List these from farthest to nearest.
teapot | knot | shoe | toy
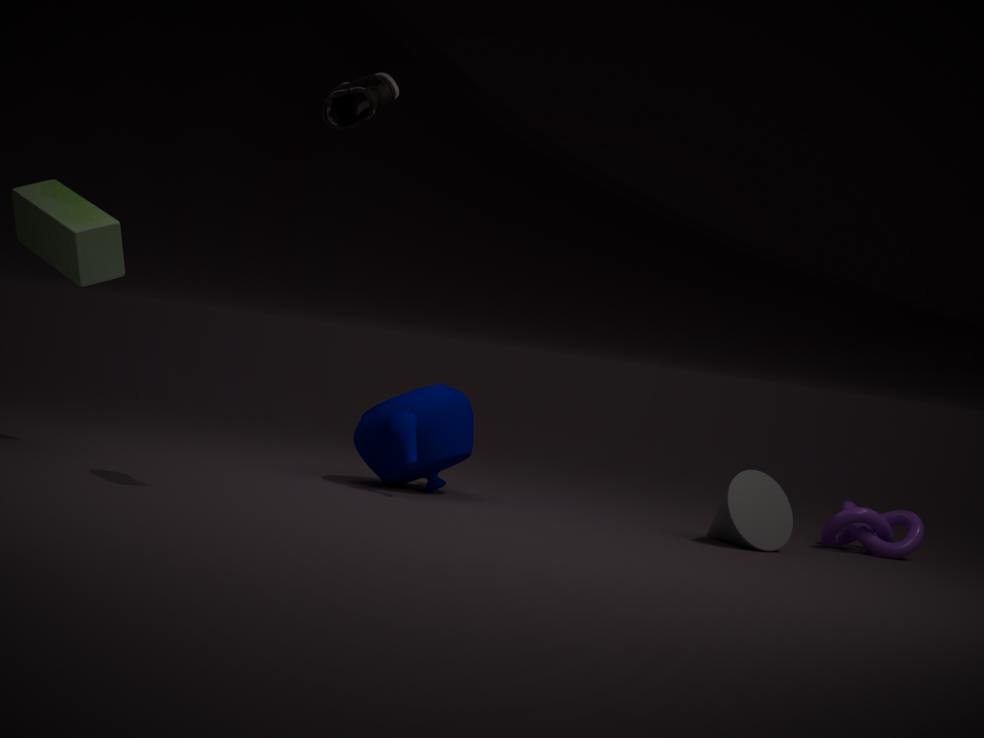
knot
teapot
toy
shoe
